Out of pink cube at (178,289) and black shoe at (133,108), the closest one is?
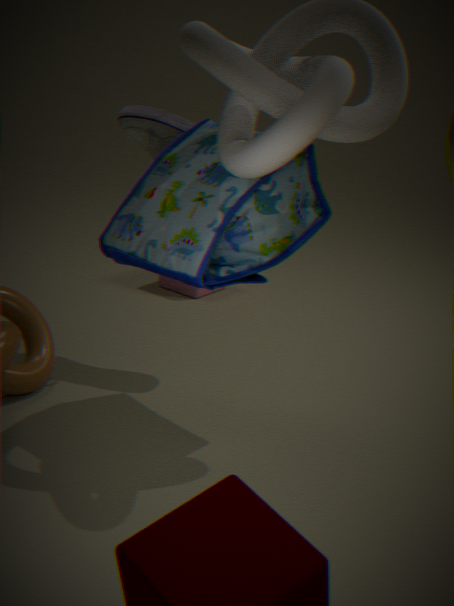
black shoe at (133,108)
